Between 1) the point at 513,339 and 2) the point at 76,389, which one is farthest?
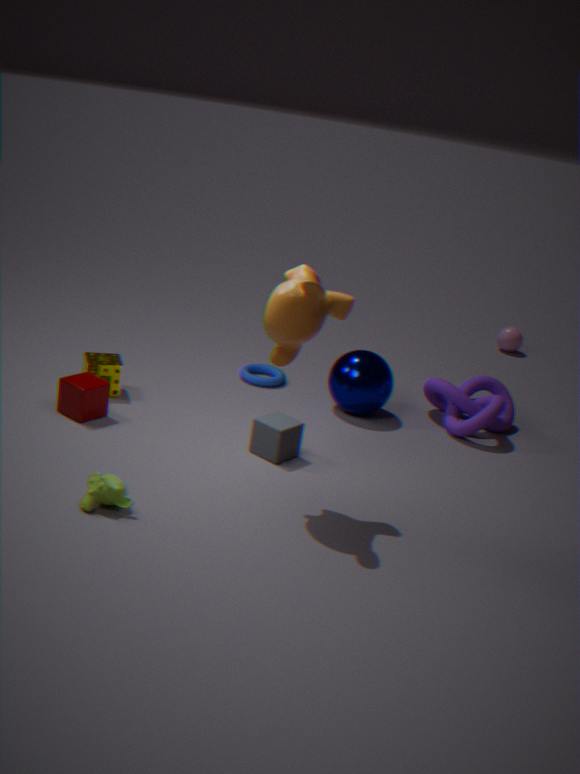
1. the point at 513,339
